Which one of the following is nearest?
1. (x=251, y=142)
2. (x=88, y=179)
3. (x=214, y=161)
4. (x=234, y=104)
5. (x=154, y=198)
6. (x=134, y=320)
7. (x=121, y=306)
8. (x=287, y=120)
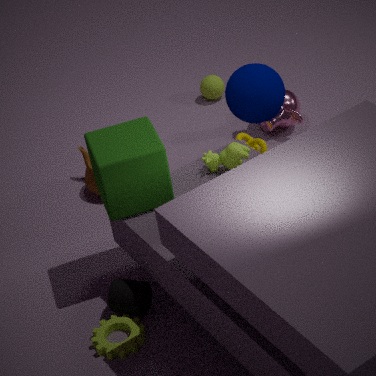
(x=134, y=320)
